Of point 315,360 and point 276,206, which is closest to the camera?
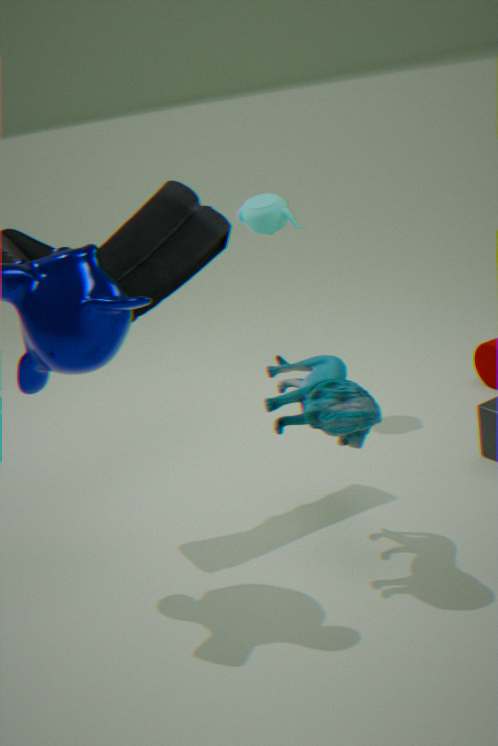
point 315,360
